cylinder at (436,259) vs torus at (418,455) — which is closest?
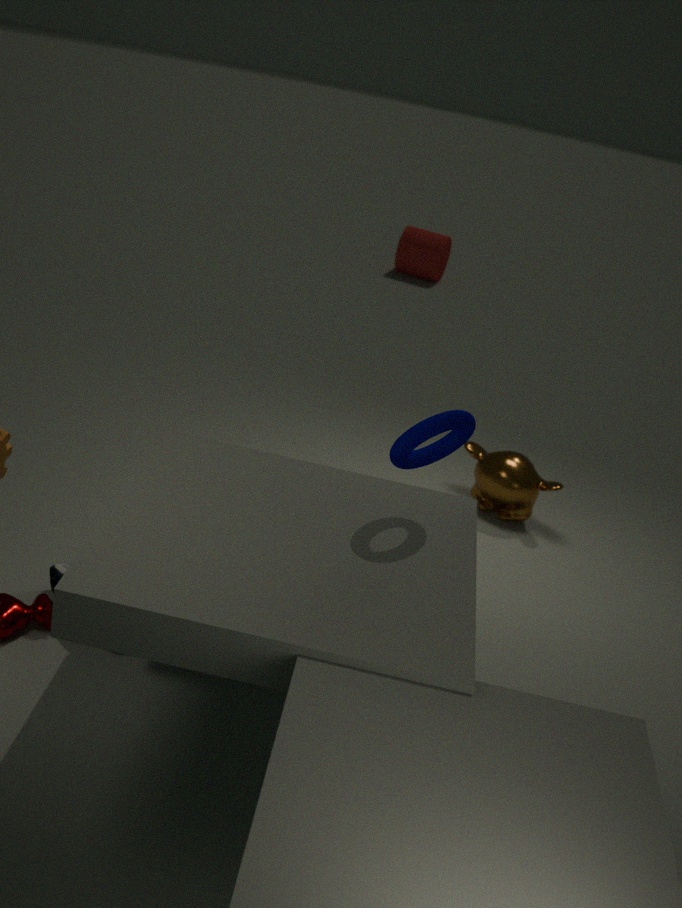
torus at (418,455)
